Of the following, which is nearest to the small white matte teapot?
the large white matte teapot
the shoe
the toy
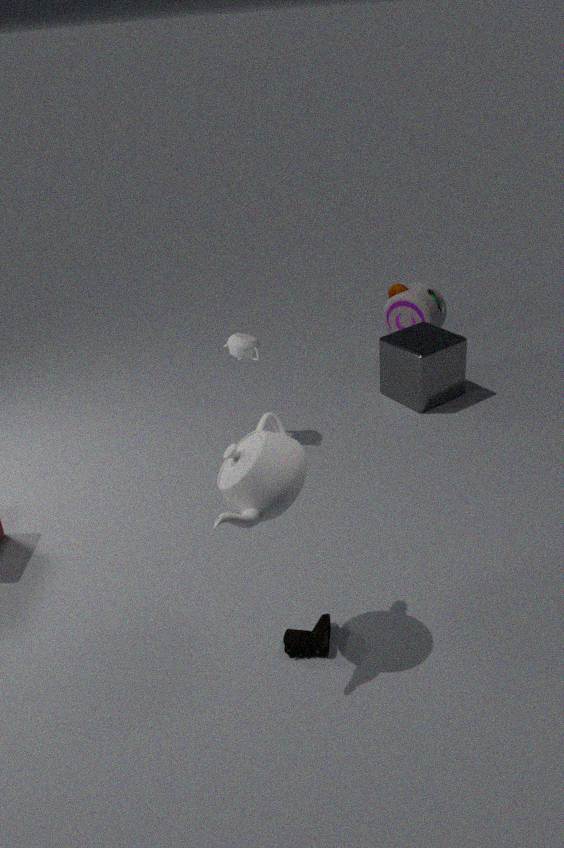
the large white matte teapot
